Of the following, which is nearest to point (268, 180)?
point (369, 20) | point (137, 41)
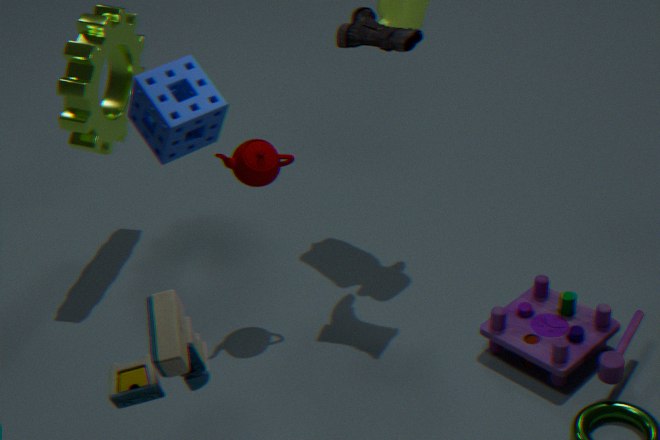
point (369, 20)
